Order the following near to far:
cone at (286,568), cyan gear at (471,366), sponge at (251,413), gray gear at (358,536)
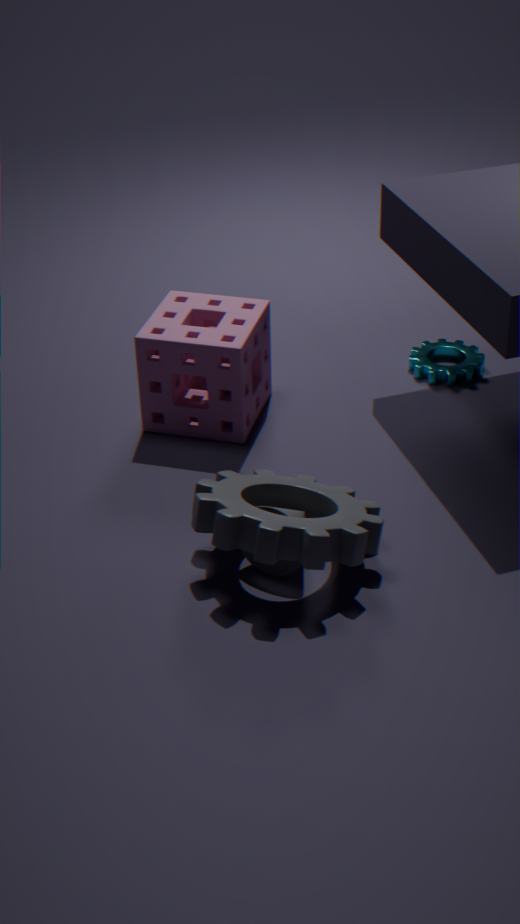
gray gear at (358,536) < cone at (286,568) < sponge at (251,413) < cyan gear at (471,366)
